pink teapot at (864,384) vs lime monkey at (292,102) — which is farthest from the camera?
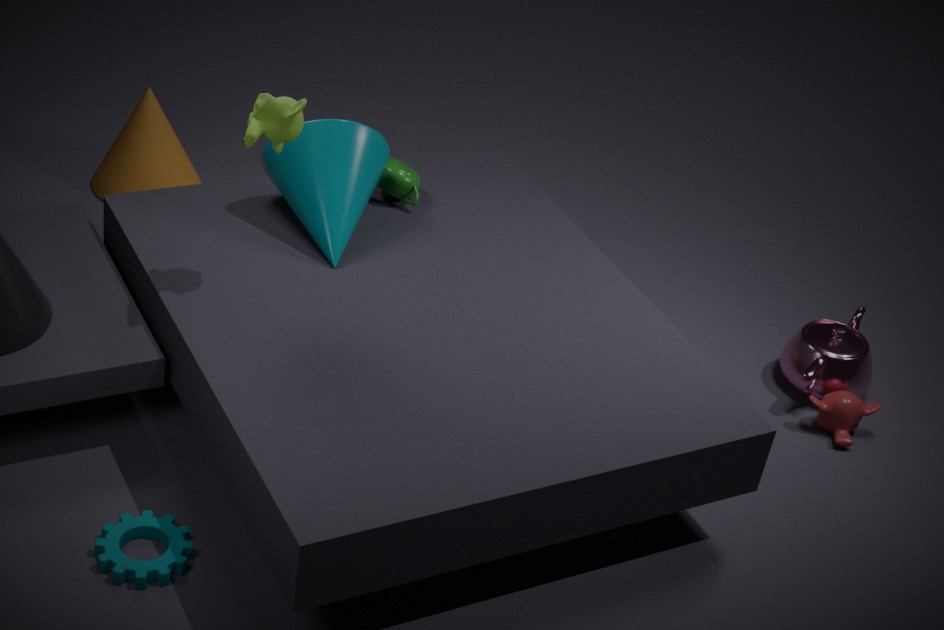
pink teapot at (864,384)
